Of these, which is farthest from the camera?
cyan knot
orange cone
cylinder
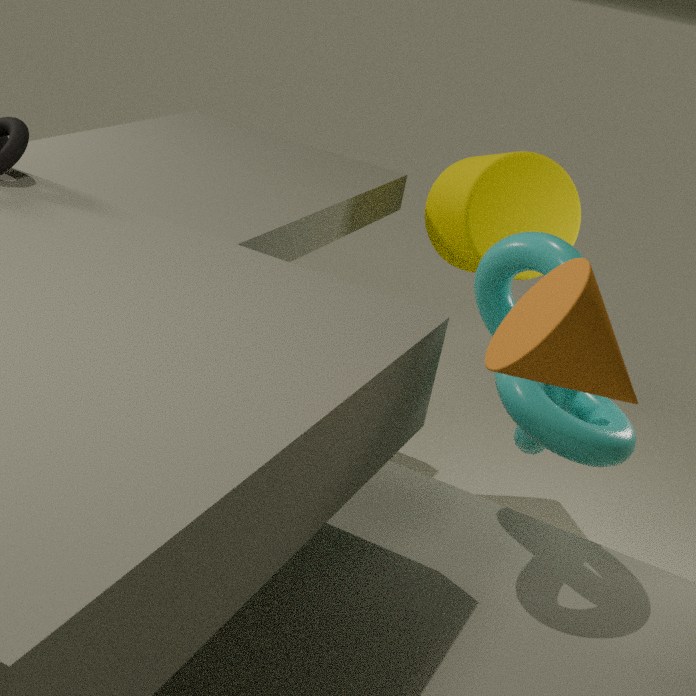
cylinder
